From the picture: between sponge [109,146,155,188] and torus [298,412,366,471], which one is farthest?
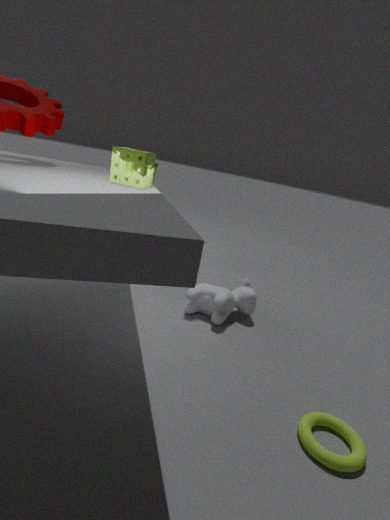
sponge [109,146,155,188]
